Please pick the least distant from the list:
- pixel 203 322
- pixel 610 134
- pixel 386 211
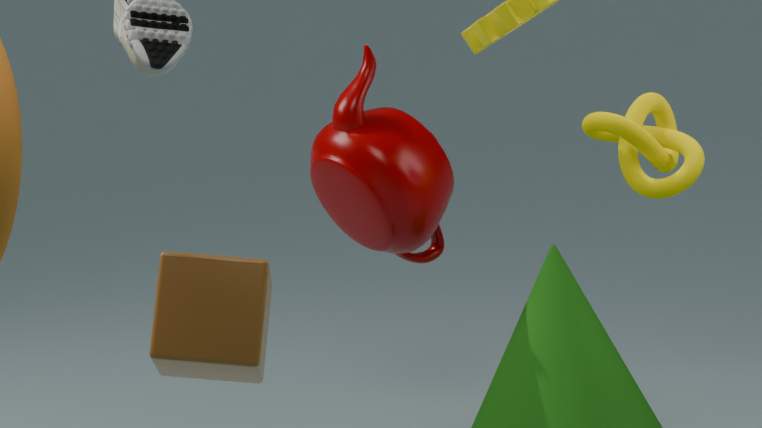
pixel 203 322
